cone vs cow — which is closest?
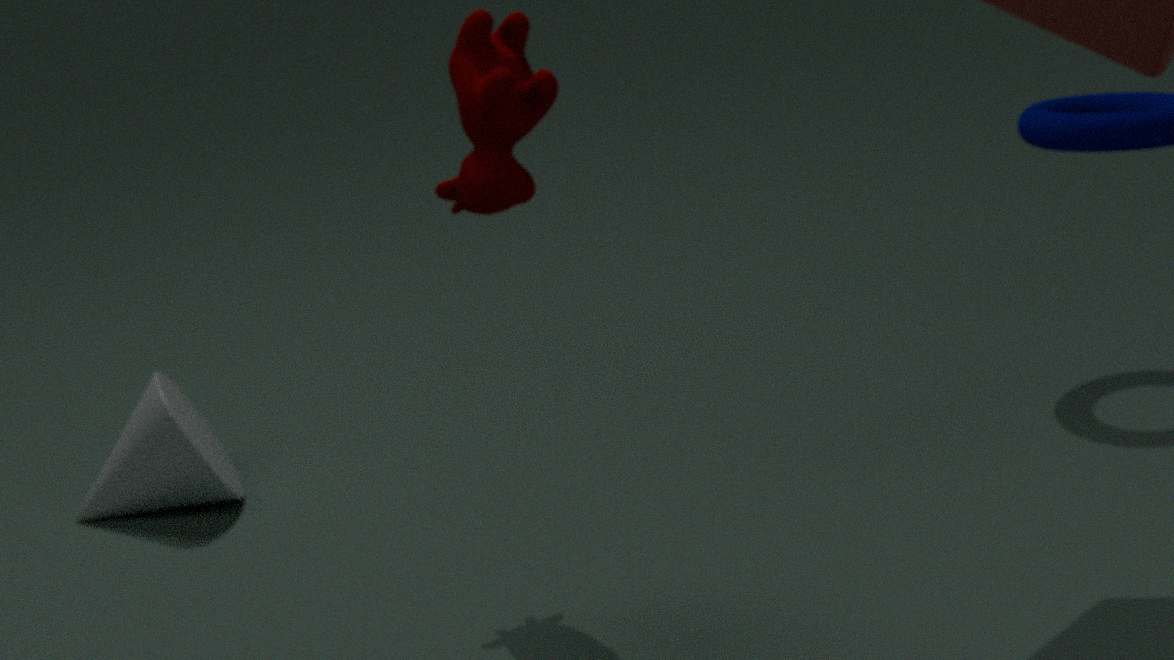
cow
